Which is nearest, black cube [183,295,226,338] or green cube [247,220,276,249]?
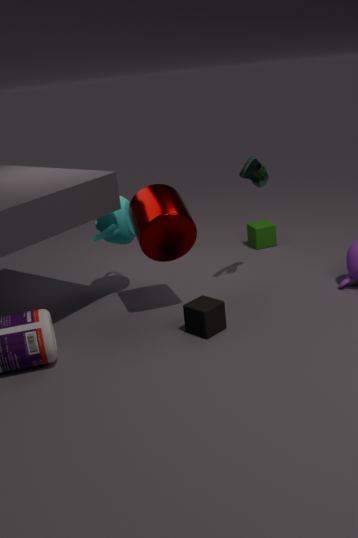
black cube [183,295,226,338]
